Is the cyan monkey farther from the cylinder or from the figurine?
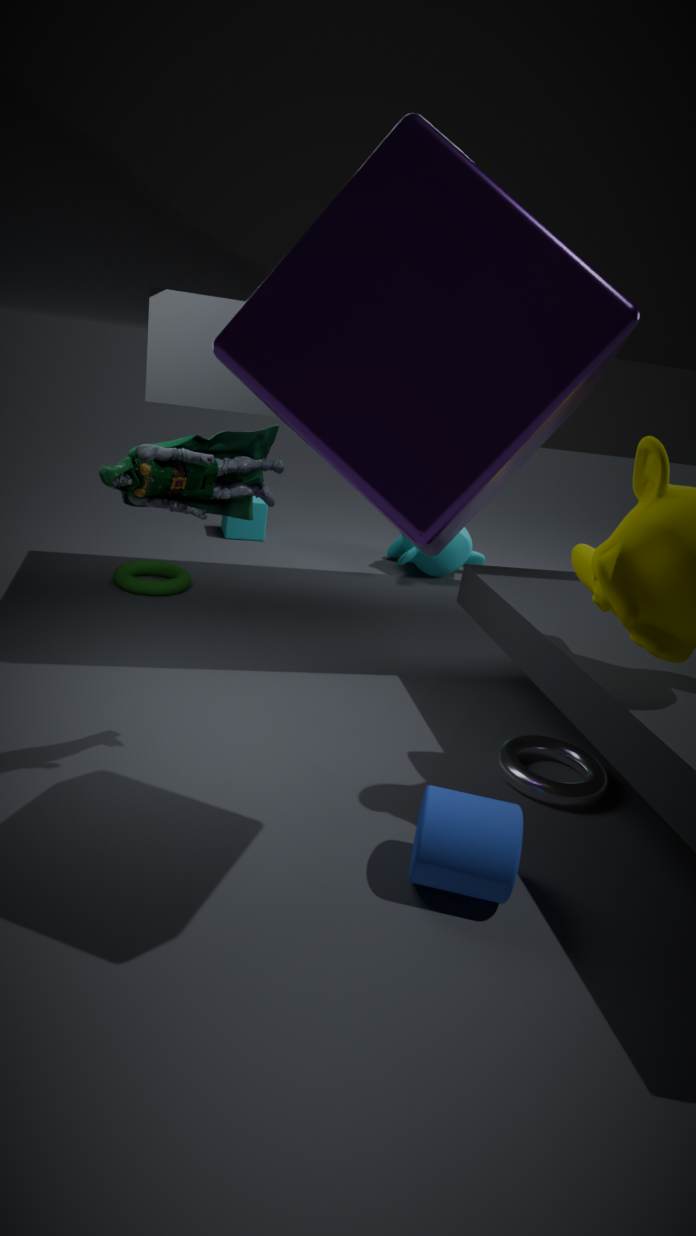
the cylinder
